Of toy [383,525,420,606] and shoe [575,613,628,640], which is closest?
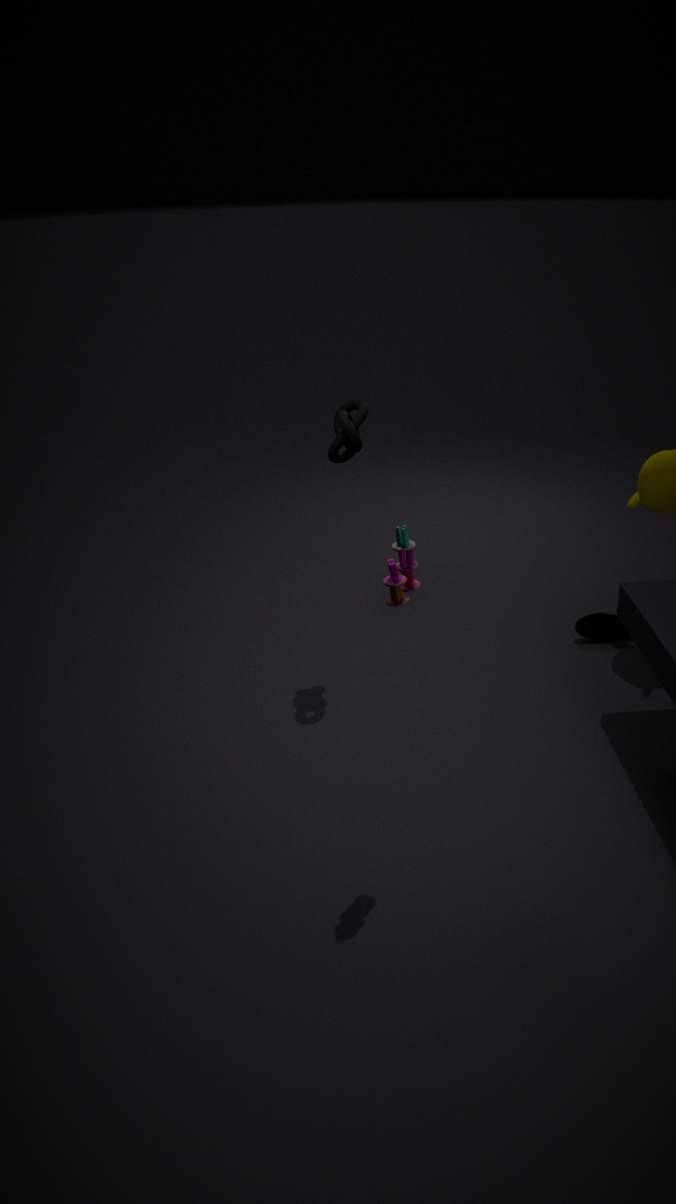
toy [383,525,420,606]
